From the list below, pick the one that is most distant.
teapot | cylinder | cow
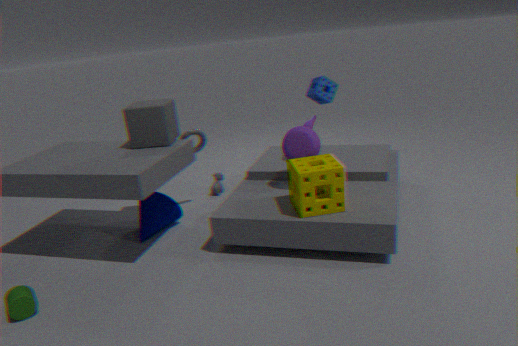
cow
